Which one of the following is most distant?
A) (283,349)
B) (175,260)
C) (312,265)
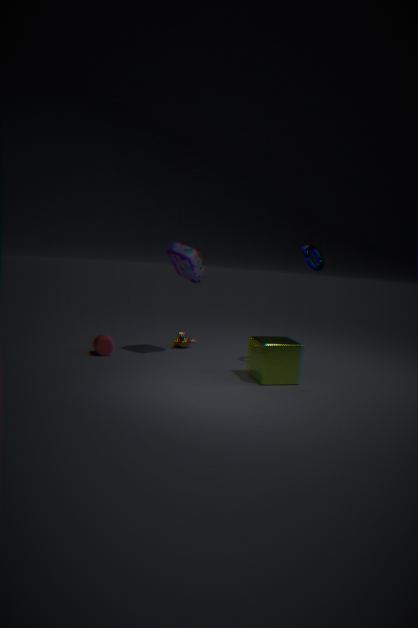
(175,260)
